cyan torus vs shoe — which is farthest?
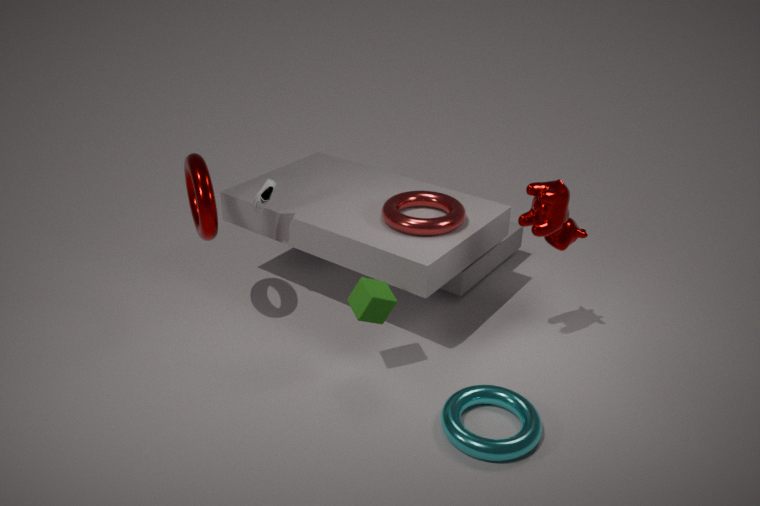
shoe
